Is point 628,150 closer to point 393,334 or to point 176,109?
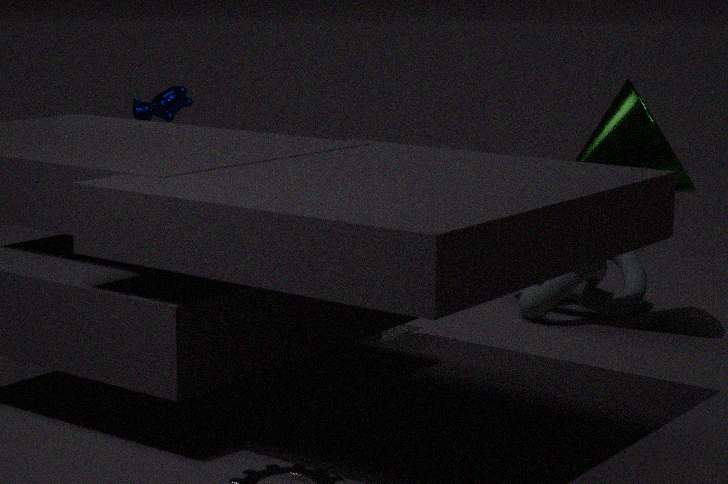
point 393,334
